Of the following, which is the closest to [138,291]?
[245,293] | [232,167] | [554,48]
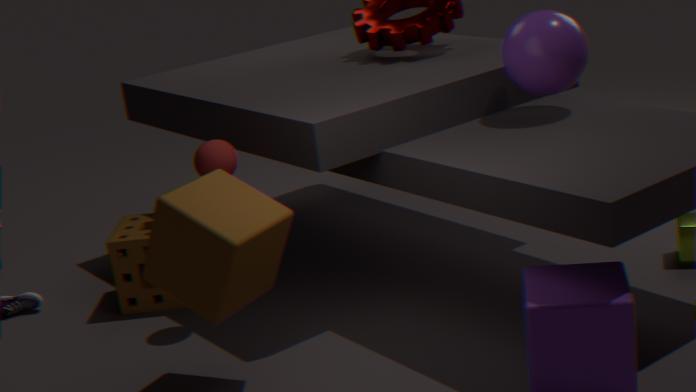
[232,167]
